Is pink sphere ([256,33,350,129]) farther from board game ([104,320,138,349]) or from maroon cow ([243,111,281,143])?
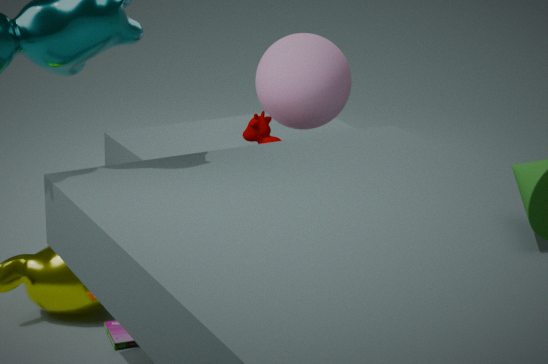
board game ([104,320,138,349])
